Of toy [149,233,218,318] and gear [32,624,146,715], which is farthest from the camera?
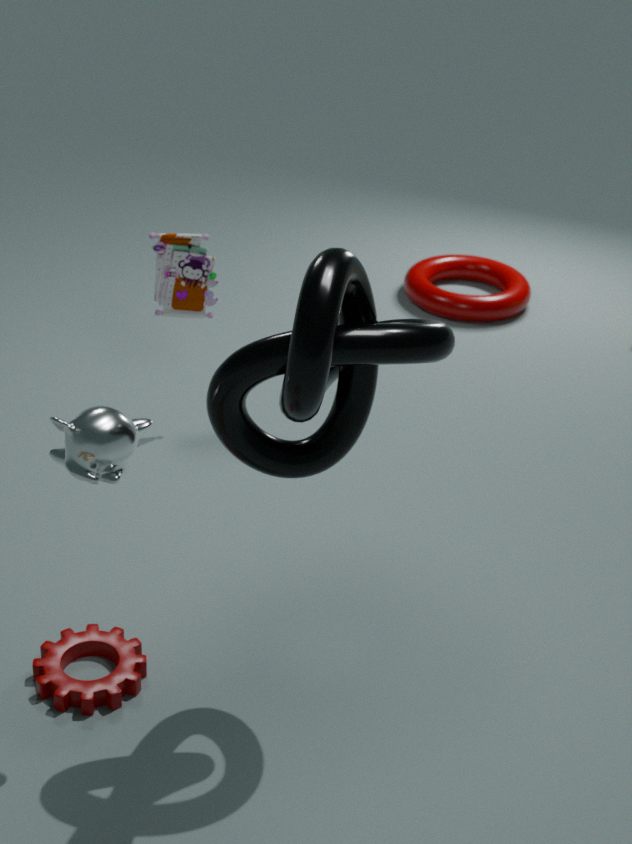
toy [149,233,218,318]
